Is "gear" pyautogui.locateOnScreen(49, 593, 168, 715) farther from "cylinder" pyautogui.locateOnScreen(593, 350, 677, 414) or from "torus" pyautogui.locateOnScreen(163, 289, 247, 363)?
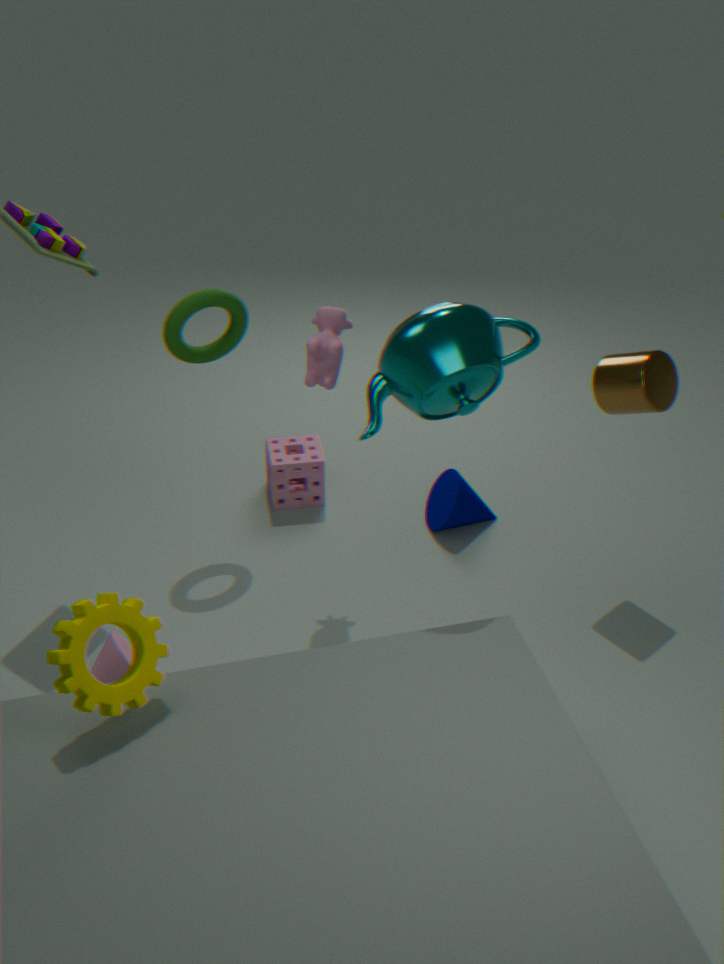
"cylinder" pyautogui.locateOnScreen(593, 350, 677, 414)
